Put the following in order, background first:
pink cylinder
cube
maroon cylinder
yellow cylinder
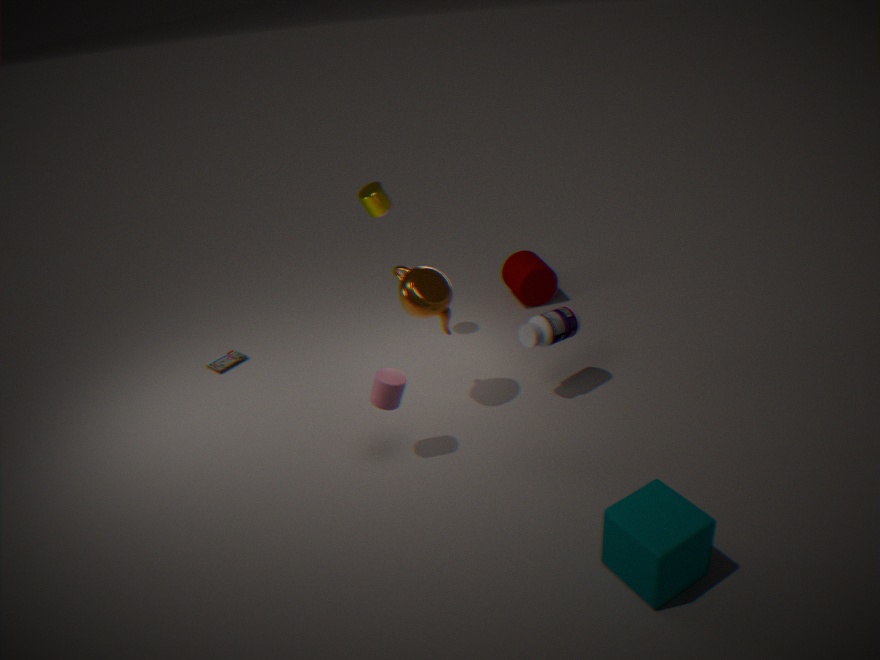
1. maroon cylinder
2. yellow cylinder
3. pink cylinder
4. cube
